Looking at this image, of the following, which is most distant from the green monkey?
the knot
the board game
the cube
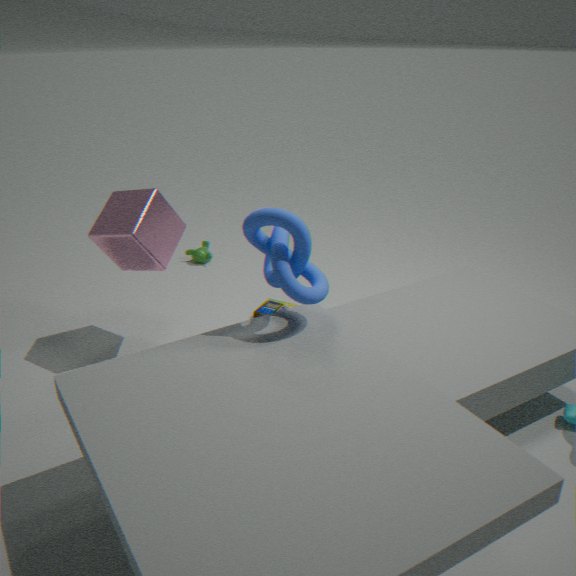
the knot
